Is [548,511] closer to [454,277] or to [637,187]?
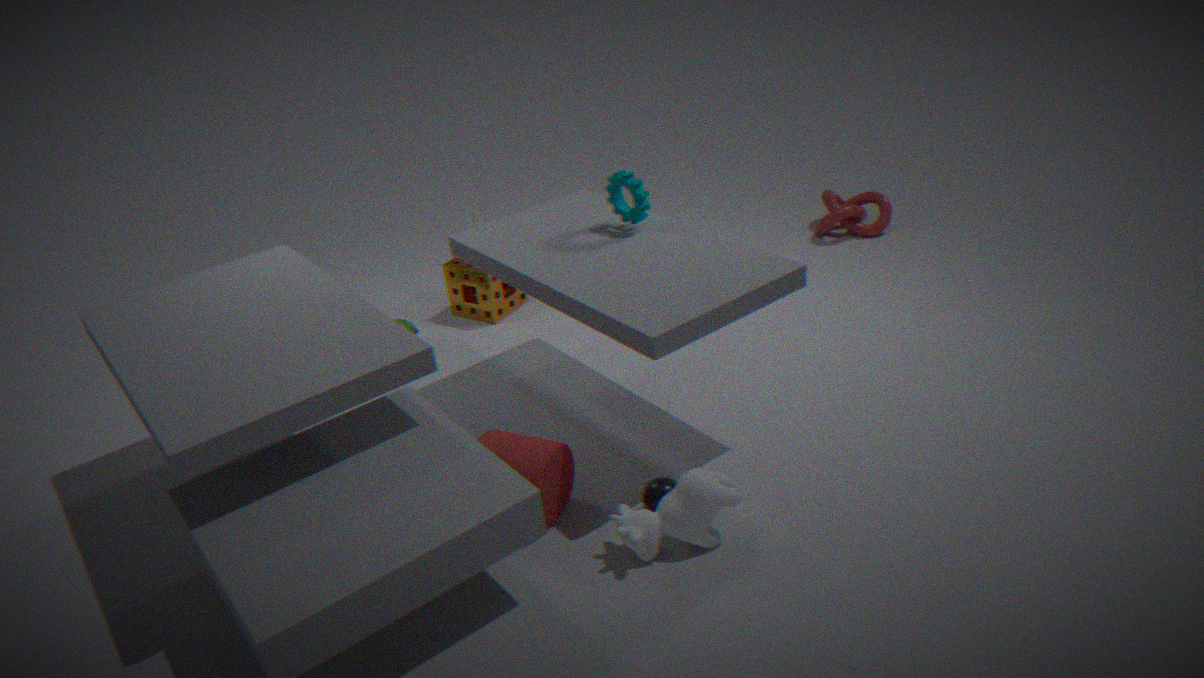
[637,187]
